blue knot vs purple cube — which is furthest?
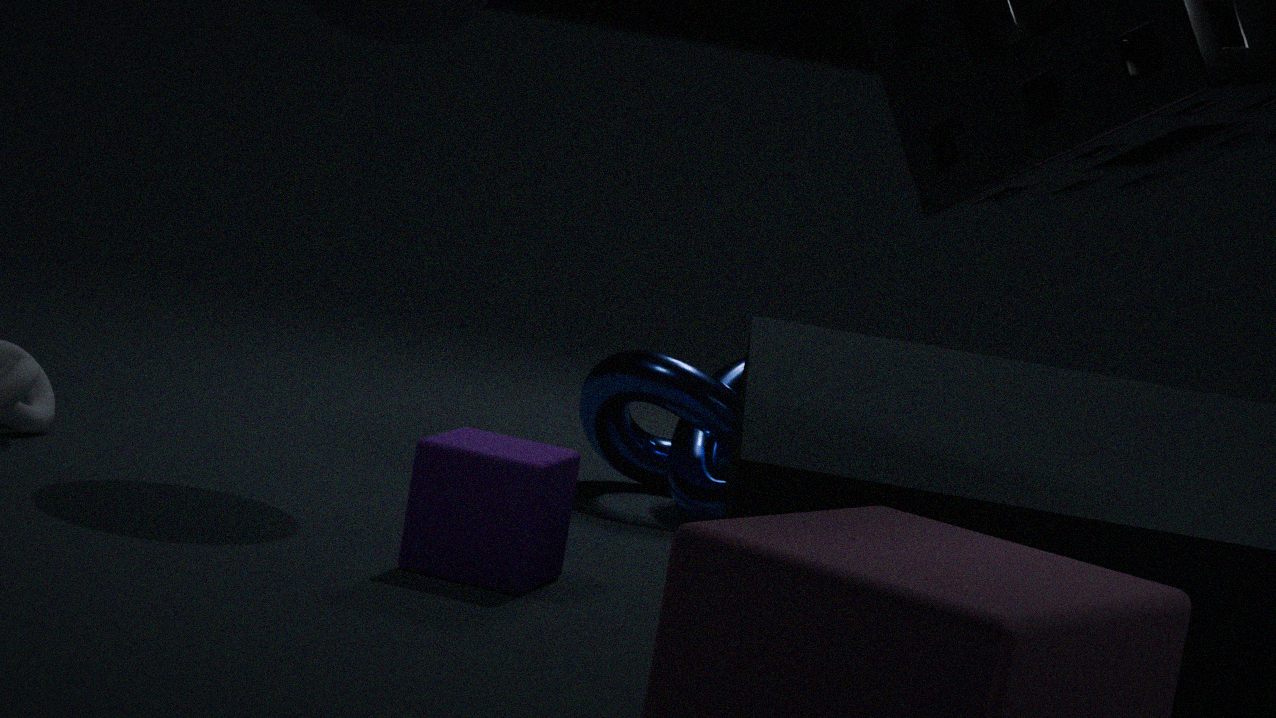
blue knot
